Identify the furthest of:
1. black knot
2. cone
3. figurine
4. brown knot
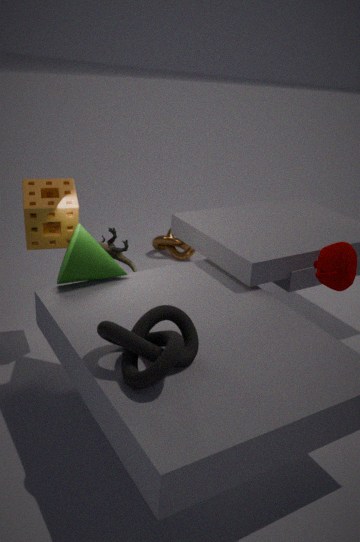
brown knot
